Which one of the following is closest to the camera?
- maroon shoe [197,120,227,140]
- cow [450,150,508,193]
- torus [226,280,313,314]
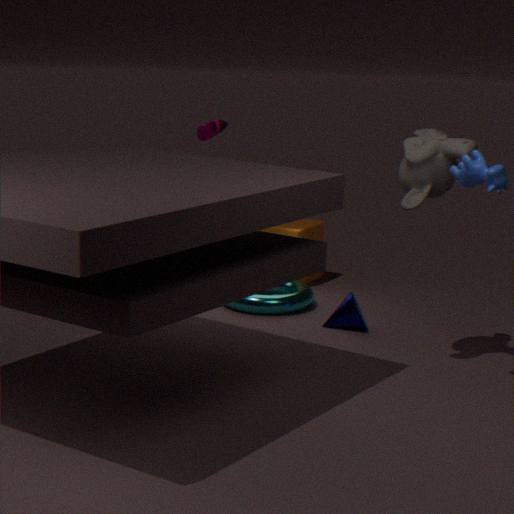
cow [450,150,508,193]
